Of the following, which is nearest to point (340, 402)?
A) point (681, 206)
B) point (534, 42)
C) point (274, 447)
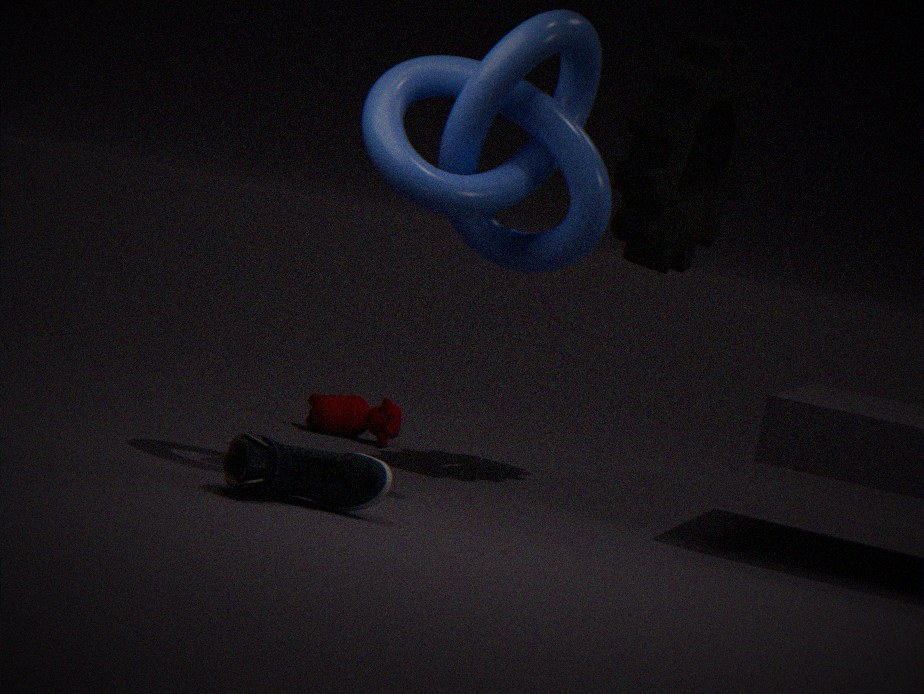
point (681, 206)
